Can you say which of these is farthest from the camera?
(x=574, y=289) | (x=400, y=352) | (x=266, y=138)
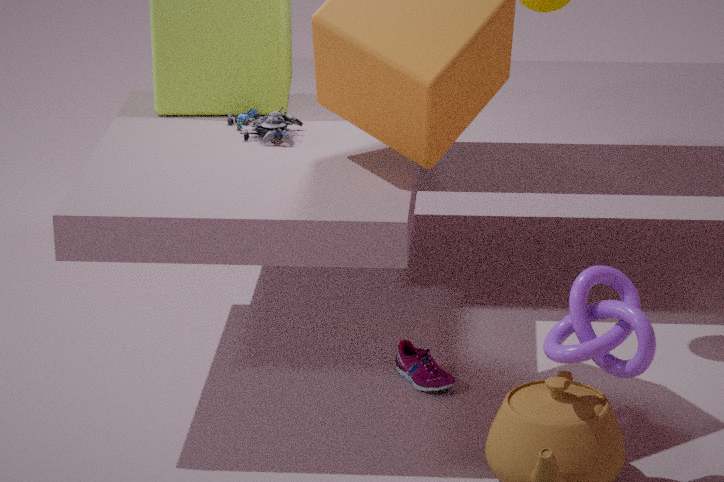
(x=400, y=352)
